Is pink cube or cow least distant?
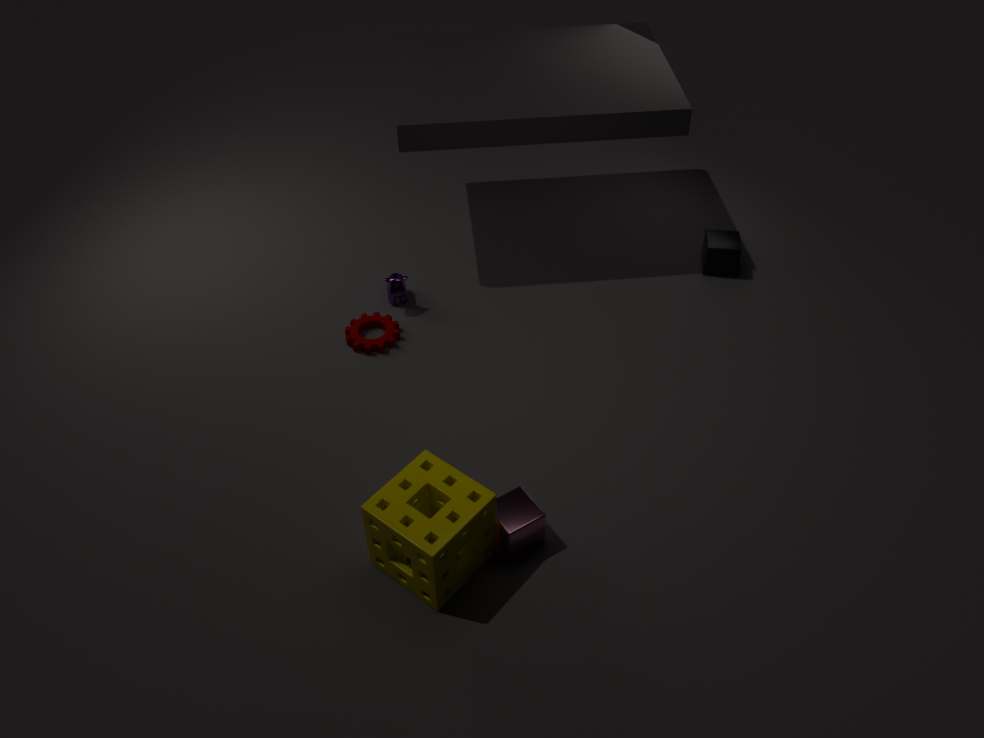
pink cube
